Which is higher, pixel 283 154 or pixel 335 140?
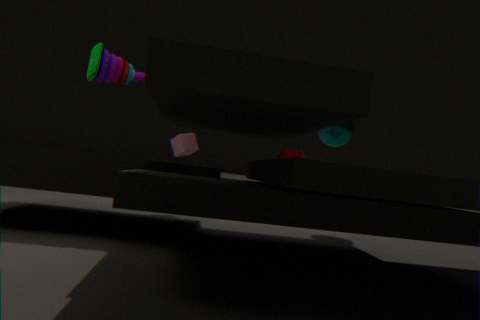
pixel 335 140
